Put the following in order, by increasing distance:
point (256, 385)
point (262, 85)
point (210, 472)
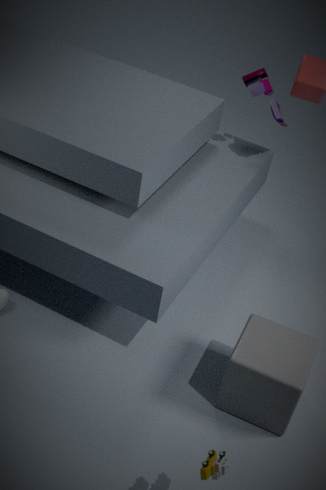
point (210, 472) < point (256, 385) < point (262, 85)
